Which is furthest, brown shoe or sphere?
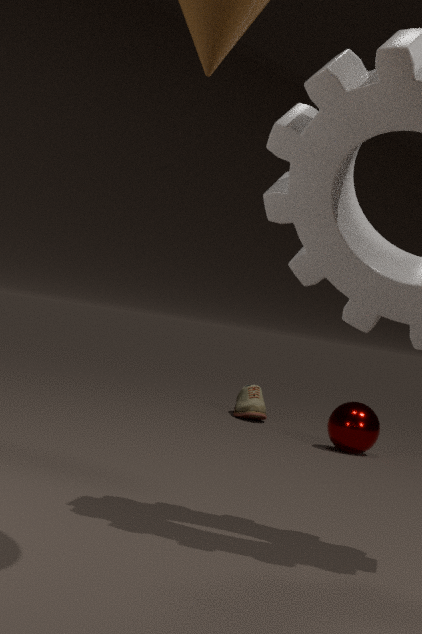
brown shoe
